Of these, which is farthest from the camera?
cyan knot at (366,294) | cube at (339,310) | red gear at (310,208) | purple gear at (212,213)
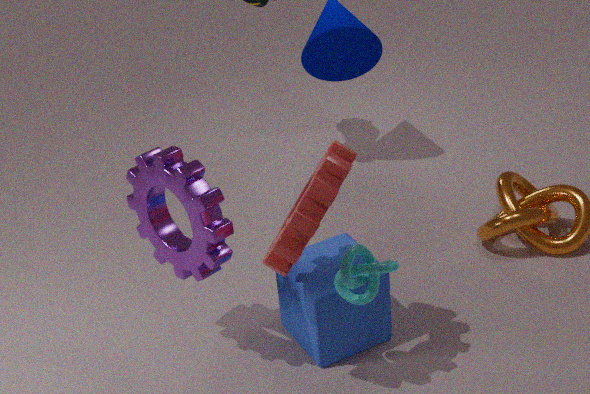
cube at (339,310)
